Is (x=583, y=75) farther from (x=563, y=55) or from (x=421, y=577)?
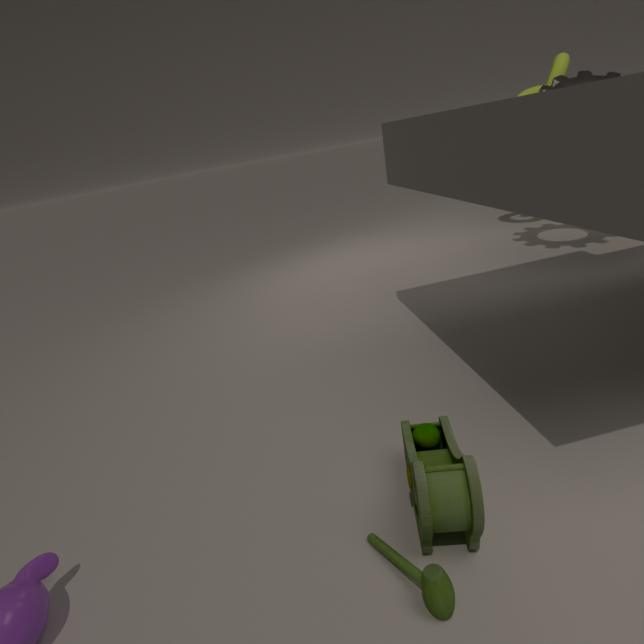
(x=421, y=577)
